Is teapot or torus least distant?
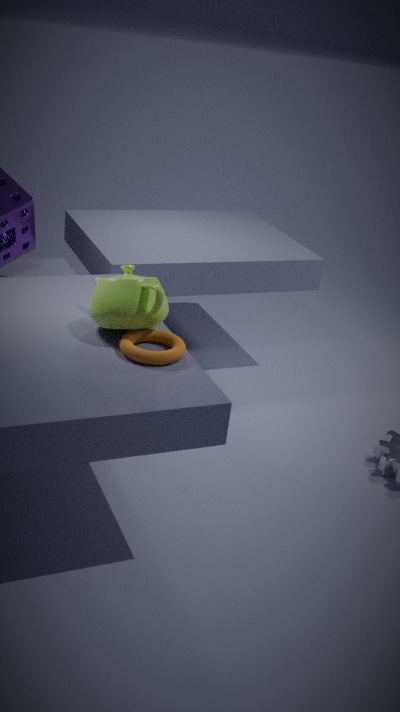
torus
